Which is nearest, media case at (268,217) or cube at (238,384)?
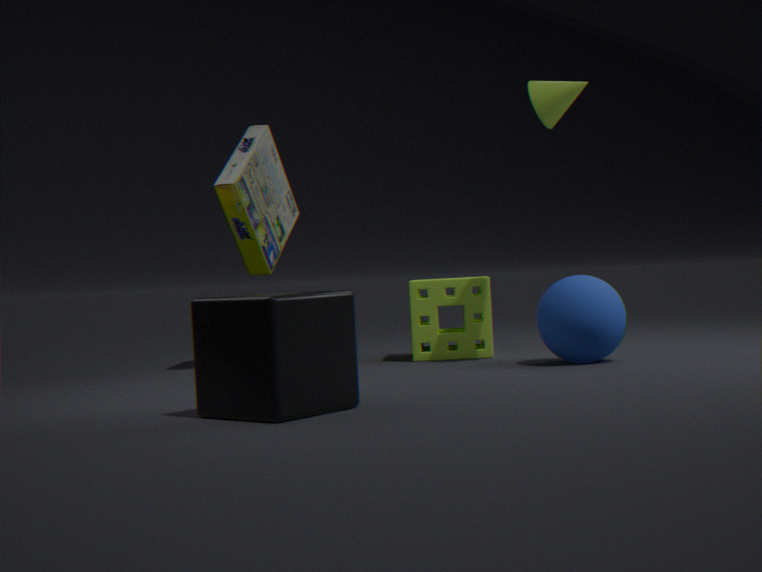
cube at (238,384)
